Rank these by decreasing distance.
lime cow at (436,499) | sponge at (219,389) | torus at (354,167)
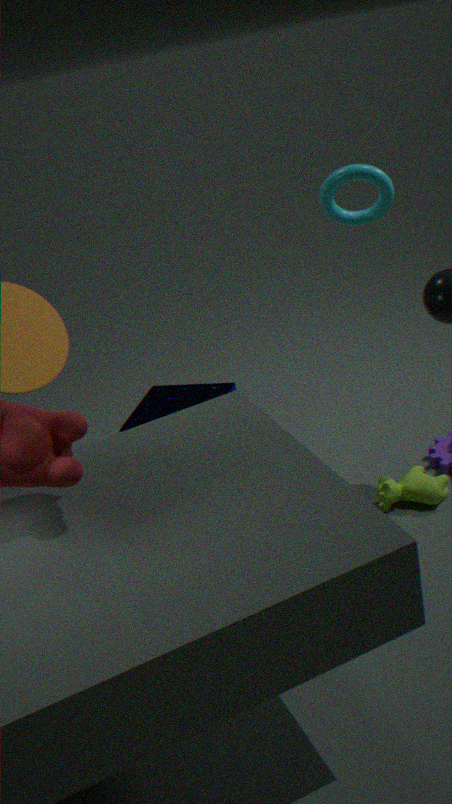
1. sponge at (219,389)
2. torus at (354,167)
3. lime cow at (436,499)
